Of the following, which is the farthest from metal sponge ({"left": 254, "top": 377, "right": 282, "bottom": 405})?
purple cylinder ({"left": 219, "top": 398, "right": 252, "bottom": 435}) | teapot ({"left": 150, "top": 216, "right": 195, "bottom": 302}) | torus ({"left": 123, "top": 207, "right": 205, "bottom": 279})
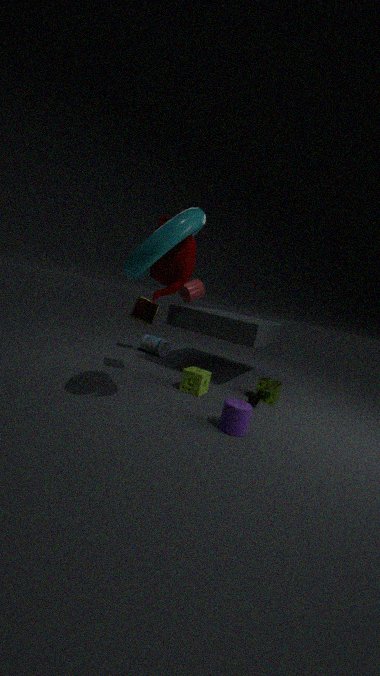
torus ({"left": 123, "top": 207, "right": 205, "bottom": 279})
